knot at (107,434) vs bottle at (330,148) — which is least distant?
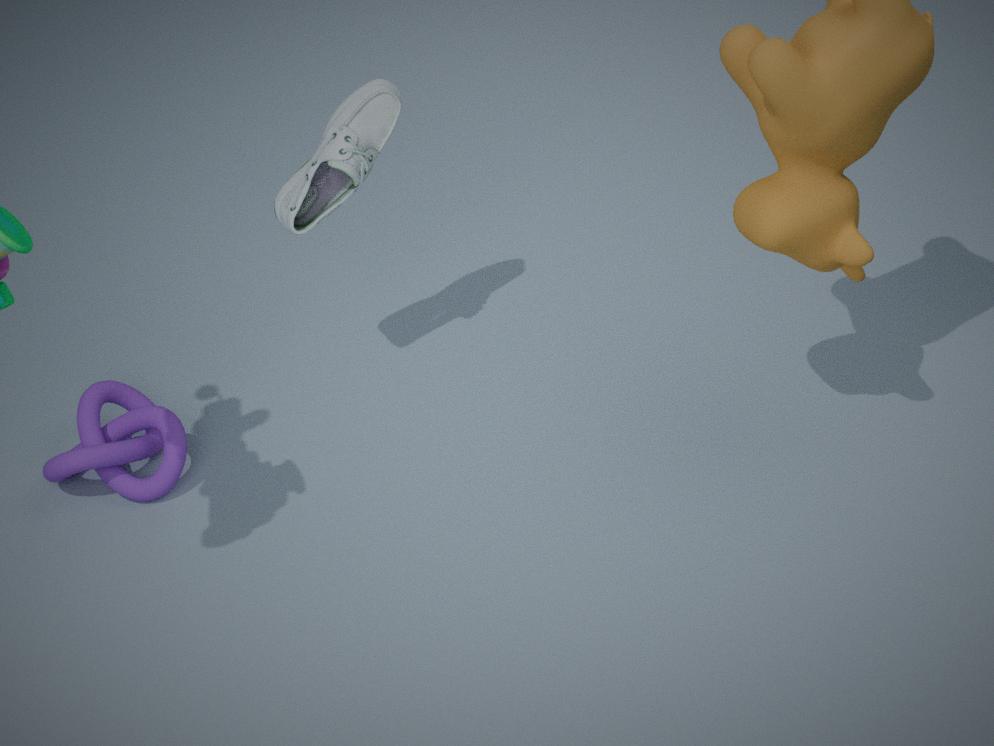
bottle at (330,148)
